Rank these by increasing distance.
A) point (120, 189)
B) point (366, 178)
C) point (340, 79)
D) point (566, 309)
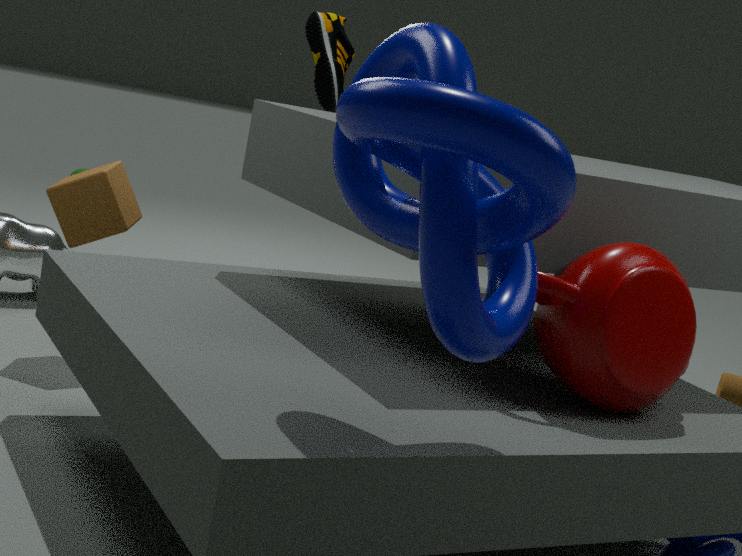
point (366, 178) < point (566, 309) < point (120, 189) < point (340, 79)
